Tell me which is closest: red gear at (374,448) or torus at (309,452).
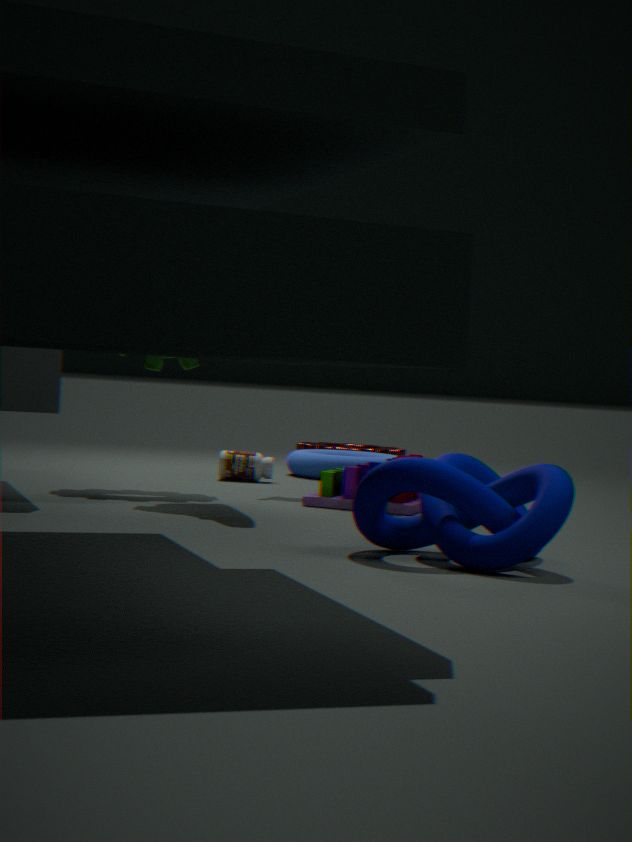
torus at (309,452)
